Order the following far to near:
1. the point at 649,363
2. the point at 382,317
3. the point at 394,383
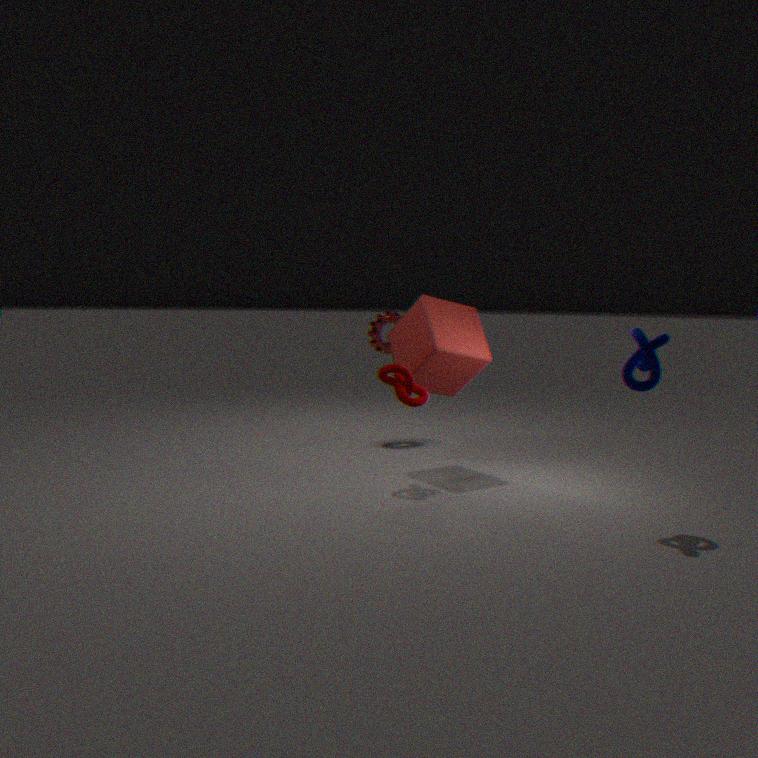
the point at 382,317
the point at 394,383
the point at 649,363
